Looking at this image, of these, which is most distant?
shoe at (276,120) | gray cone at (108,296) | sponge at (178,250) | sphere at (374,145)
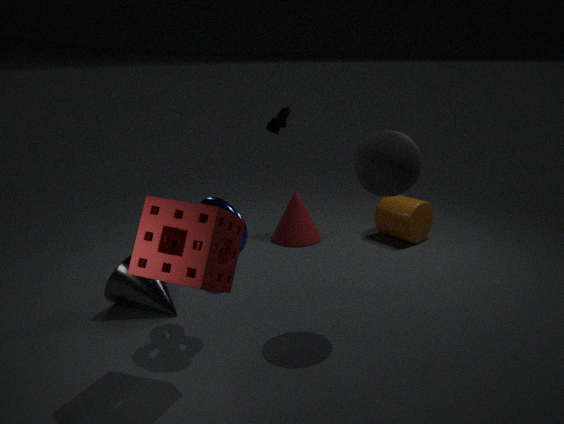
shoe at (276,120)
